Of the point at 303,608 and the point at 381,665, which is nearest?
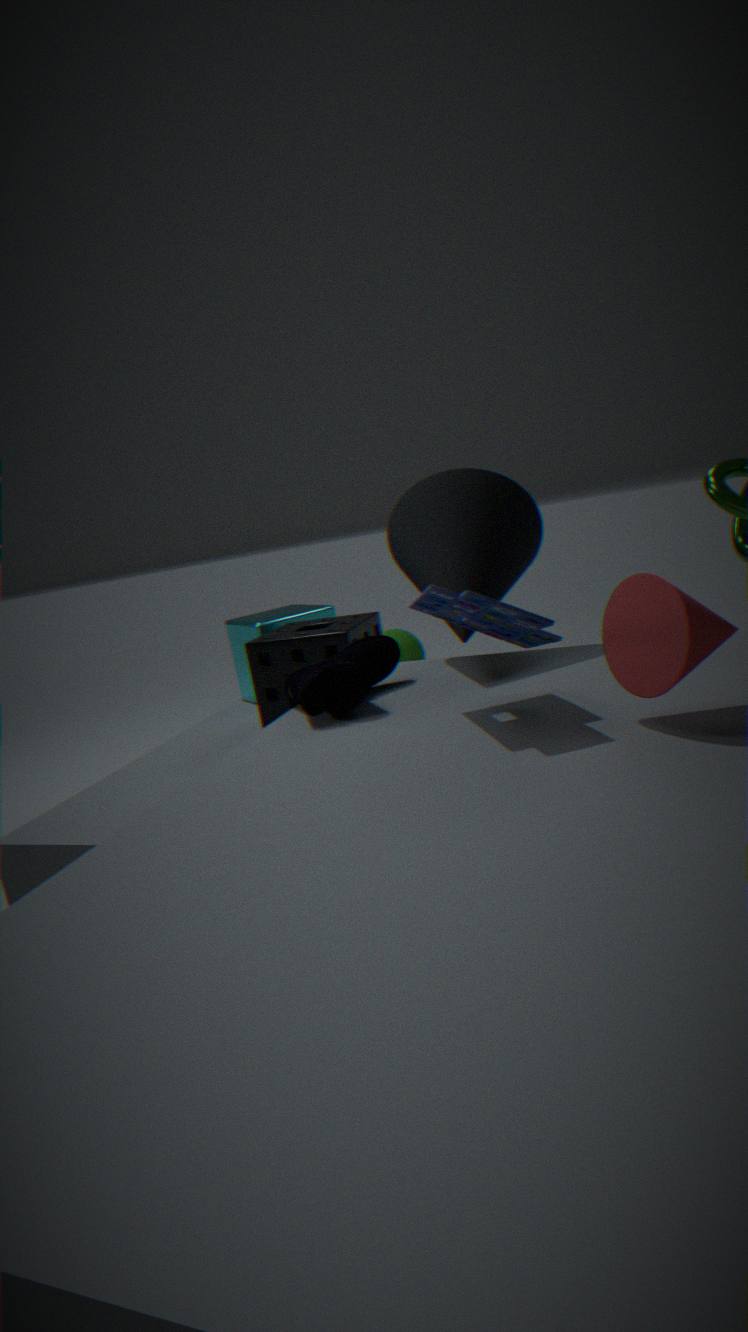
the point at 381,665
